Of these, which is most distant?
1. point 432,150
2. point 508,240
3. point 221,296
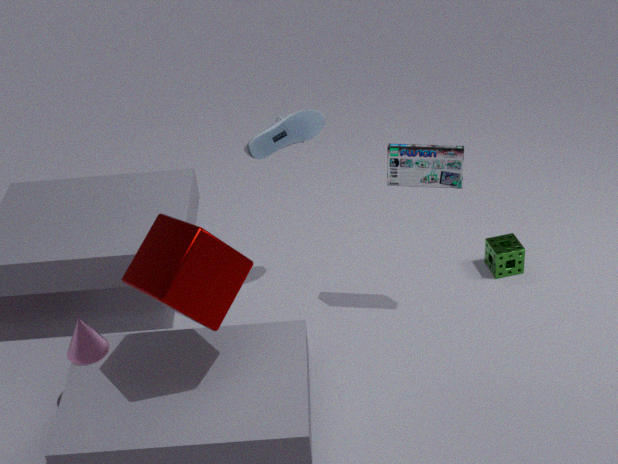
point 508,240
